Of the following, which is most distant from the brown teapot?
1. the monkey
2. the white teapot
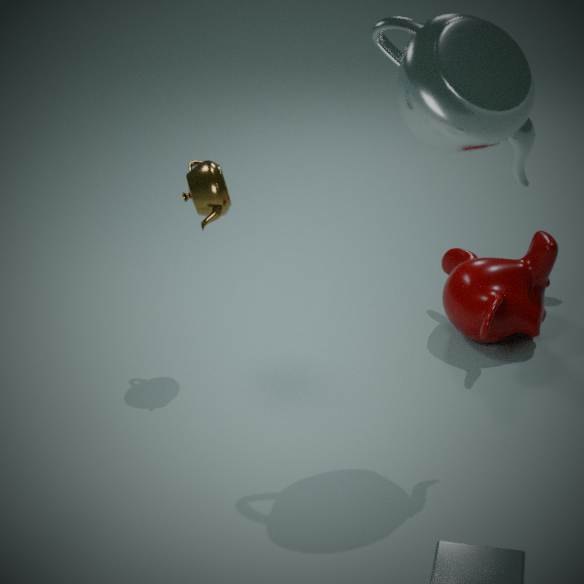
the monkey
